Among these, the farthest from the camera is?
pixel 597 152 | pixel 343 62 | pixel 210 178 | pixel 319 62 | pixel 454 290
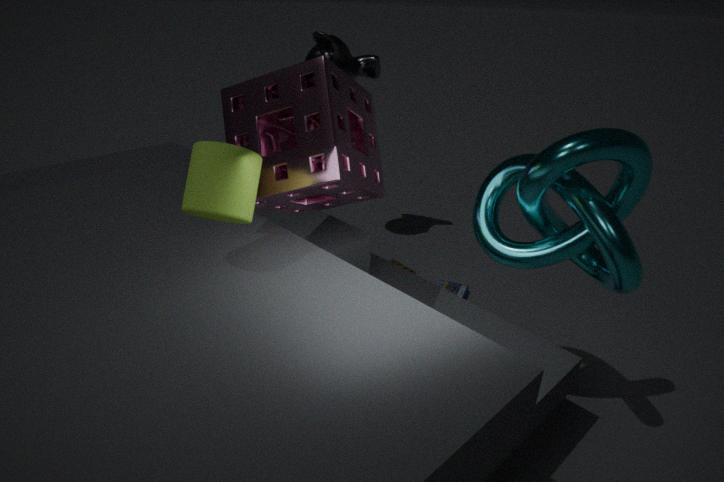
pixel 454 290
